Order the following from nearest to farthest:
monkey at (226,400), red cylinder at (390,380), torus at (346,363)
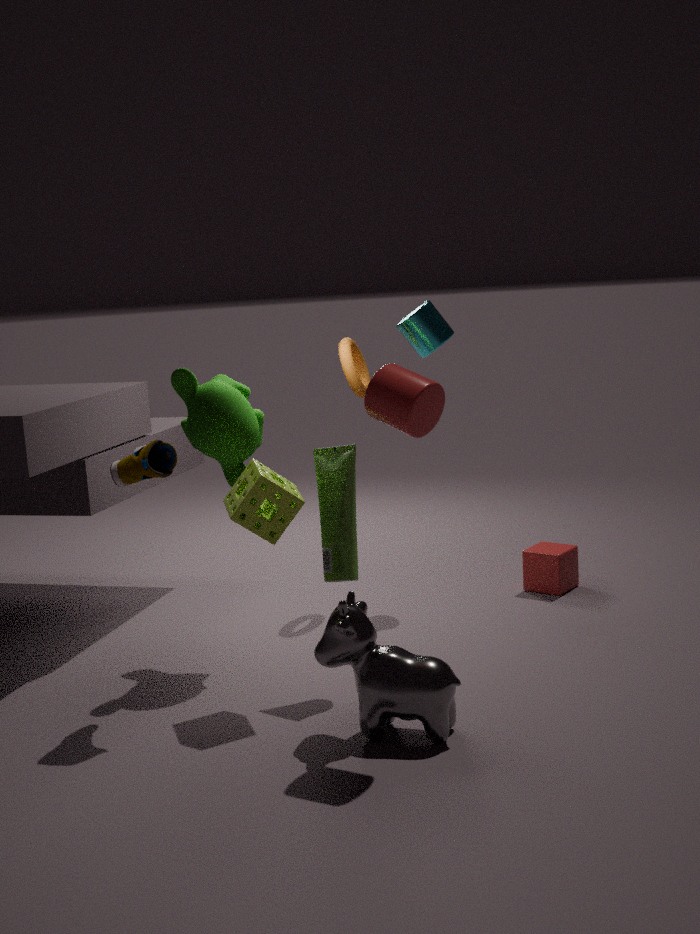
red cylinder at (390,380) → monkey at (226,400) → torus at (346,363)
